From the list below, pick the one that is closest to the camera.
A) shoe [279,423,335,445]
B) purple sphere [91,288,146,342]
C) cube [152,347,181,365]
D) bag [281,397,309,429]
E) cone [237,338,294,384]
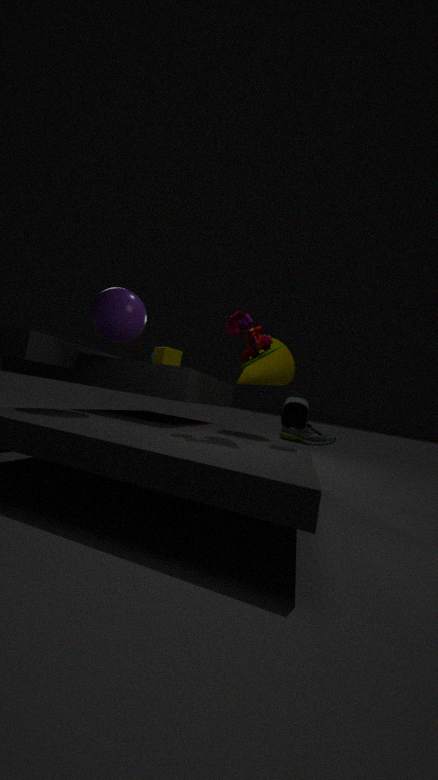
purple sphere [91,288,146,342]
